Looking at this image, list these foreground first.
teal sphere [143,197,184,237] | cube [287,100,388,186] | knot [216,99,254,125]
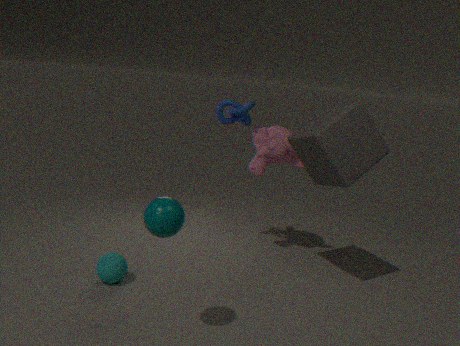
teal sphere [143,197,184,237] → cube [287,100,388,186] → knot [216,99,254,125]
